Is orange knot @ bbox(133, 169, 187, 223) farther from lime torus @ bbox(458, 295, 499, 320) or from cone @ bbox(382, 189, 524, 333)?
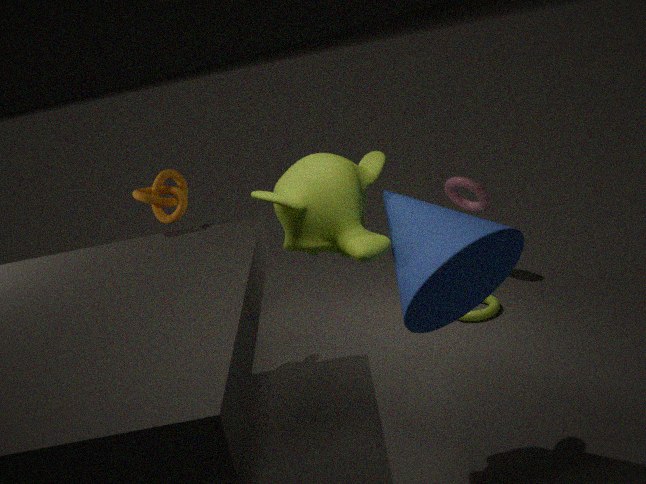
lime torus @ bbox(458, 295, 499, 320)
